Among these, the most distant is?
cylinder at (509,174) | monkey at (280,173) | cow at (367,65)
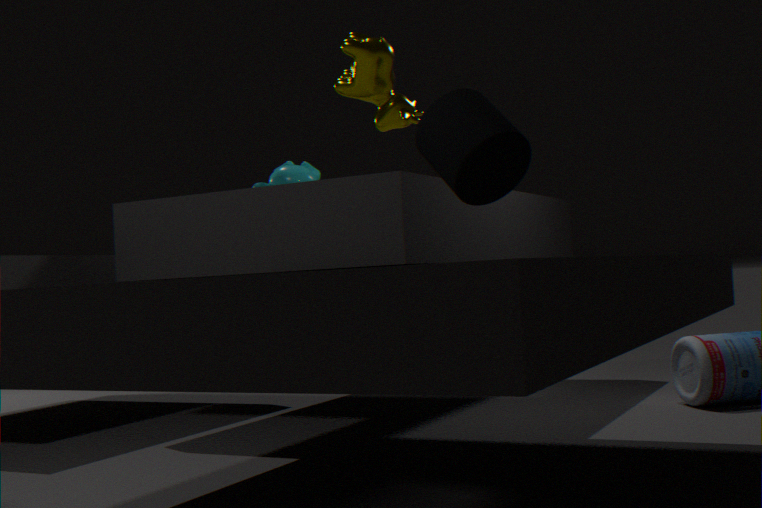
monkey at (280,173)
